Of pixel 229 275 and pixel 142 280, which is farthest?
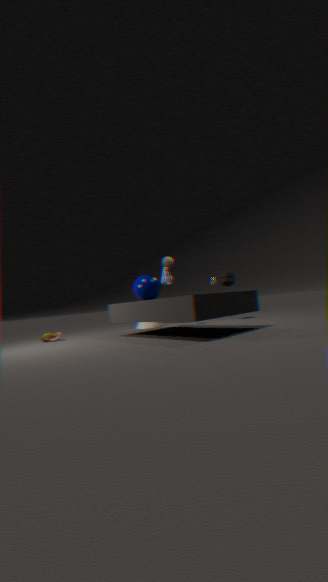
pixel 229 275
